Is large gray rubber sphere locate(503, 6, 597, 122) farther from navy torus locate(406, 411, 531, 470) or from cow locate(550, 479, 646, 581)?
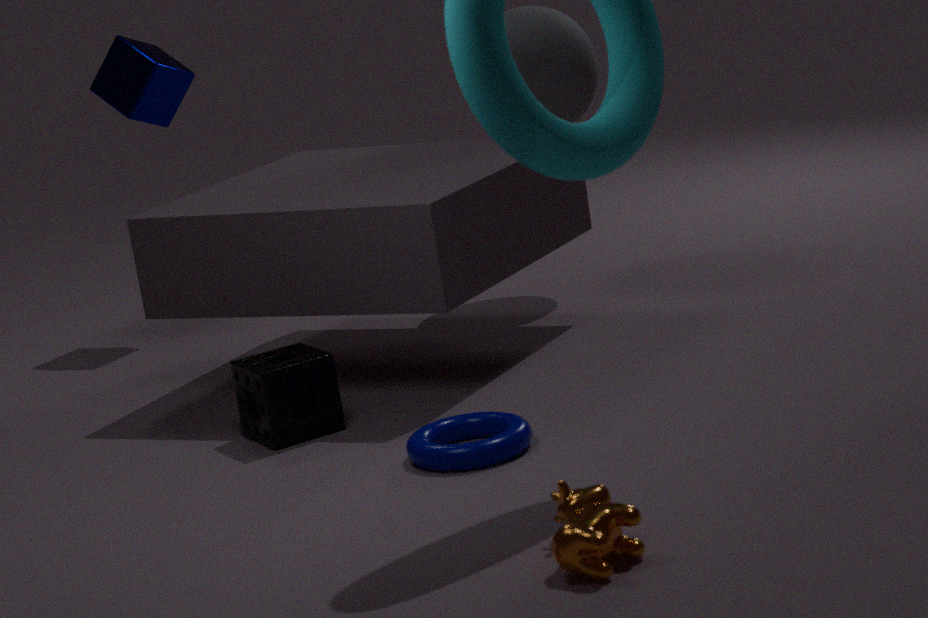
cow locate(550, 479, 646, 581)
